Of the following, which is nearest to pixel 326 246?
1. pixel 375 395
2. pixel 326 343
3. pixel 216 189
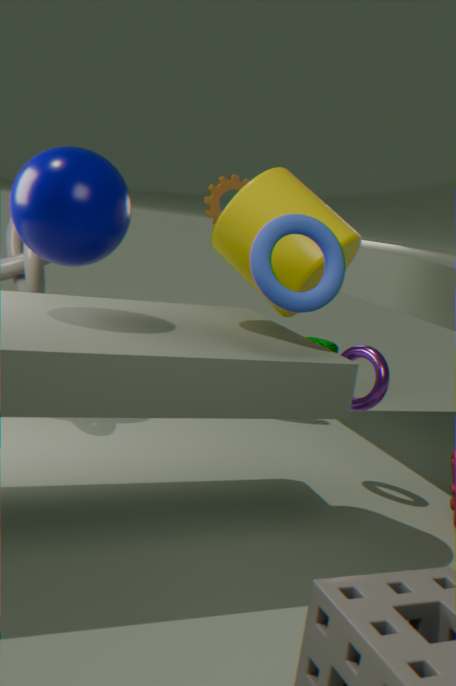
pixel 375 395
